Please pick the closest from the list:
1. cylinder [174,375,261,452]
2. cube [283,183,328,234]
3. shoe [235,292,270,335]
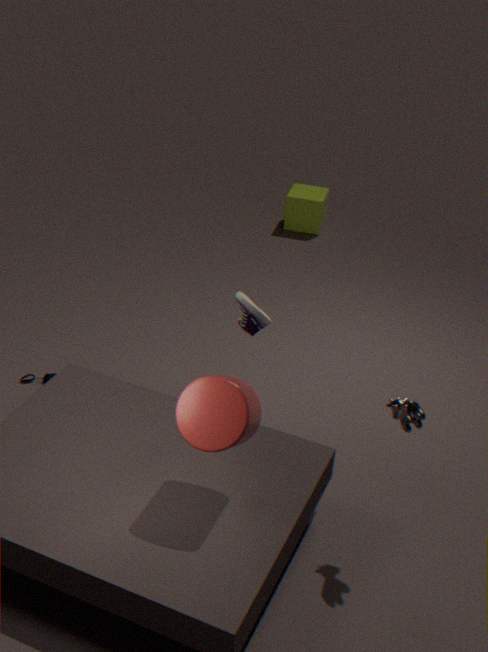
cylinder [174,375,261,452]
